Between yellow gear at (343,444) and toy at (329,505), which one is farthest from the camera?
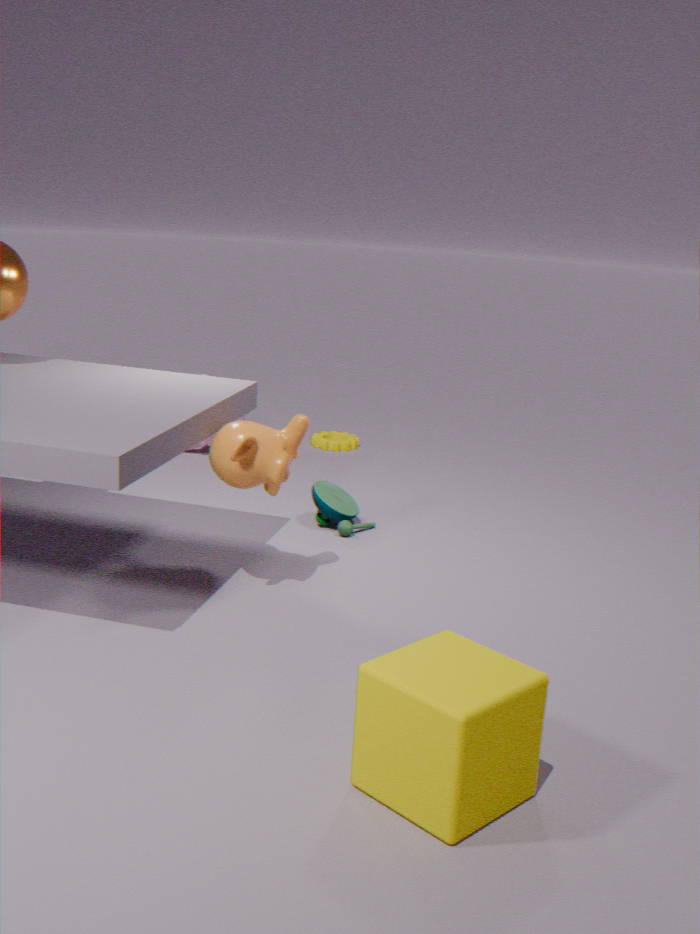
yellow gear at (343,444)
